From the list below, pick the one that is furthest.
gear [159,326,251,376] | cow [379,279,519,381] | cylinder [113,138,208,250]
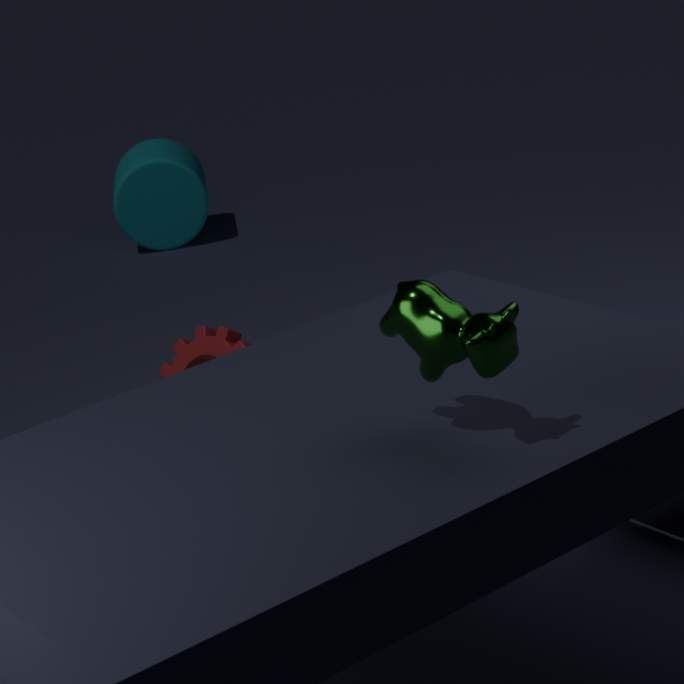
cylinder [113,138,208,250]
